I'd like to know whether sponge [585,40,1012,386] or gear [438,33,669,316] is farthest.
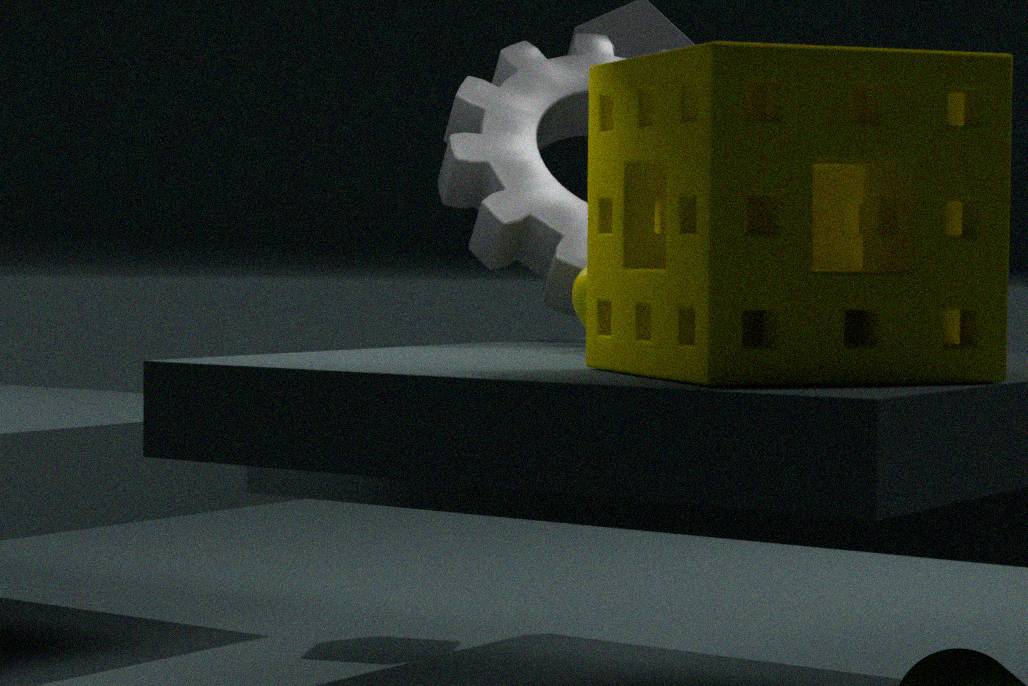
gear [438,33,669,316]
